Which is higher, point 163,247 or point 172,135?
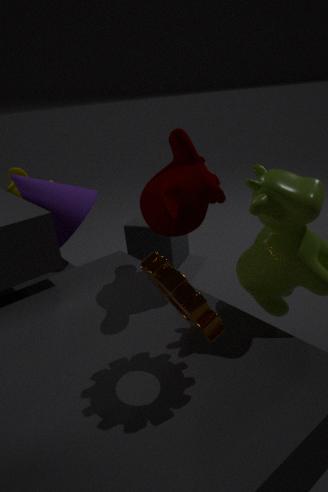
point 172,135
